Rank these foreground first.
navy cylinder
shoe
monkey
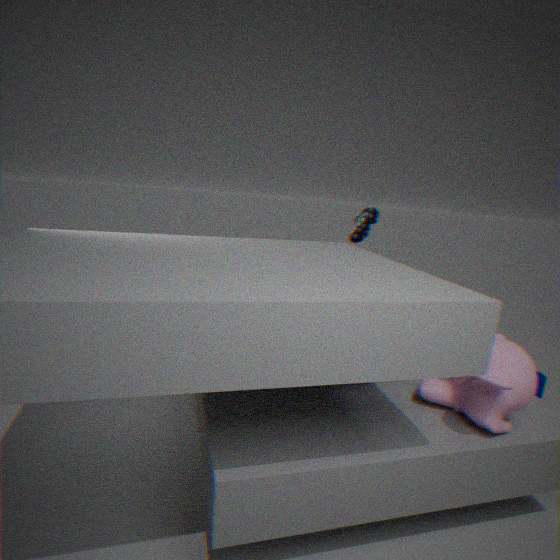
monkey, navy cylinder, shoe
